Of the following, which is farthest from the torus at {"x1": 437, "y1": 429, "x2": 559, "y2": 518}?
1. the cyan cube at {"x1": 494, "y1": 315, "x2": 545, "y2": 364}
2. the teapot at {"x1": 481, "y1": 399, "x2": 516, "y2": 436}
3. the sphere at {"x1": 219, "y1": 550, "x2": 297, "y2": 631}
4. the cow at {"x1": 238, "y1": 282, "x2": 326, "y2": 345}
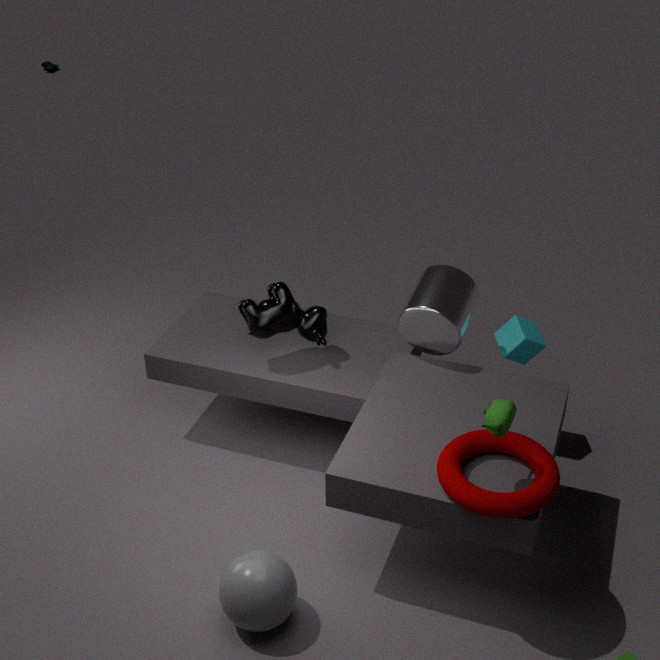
the cow at {"x1": 238, "y1": 282, "x2": 326, "y2": 345}
